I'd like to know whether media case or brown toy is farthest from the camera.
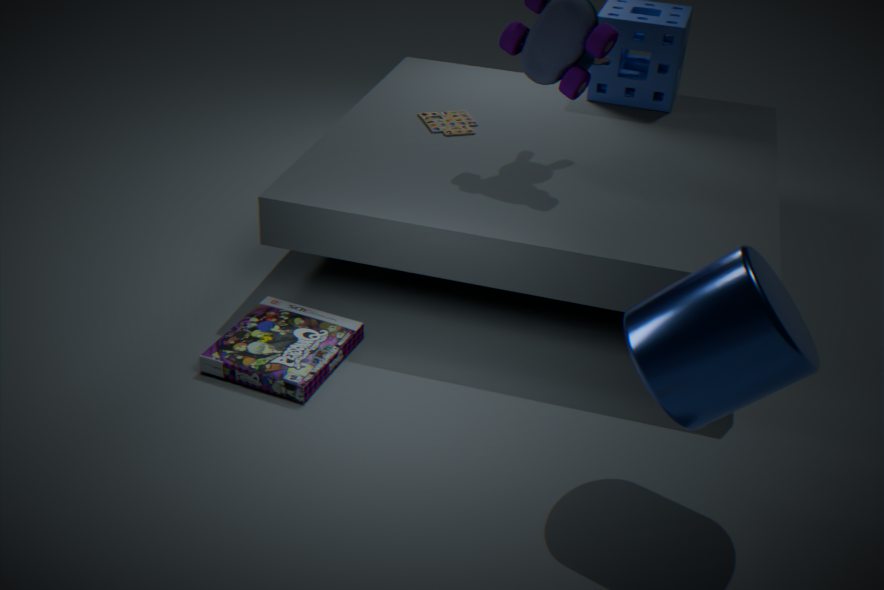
brown toy
